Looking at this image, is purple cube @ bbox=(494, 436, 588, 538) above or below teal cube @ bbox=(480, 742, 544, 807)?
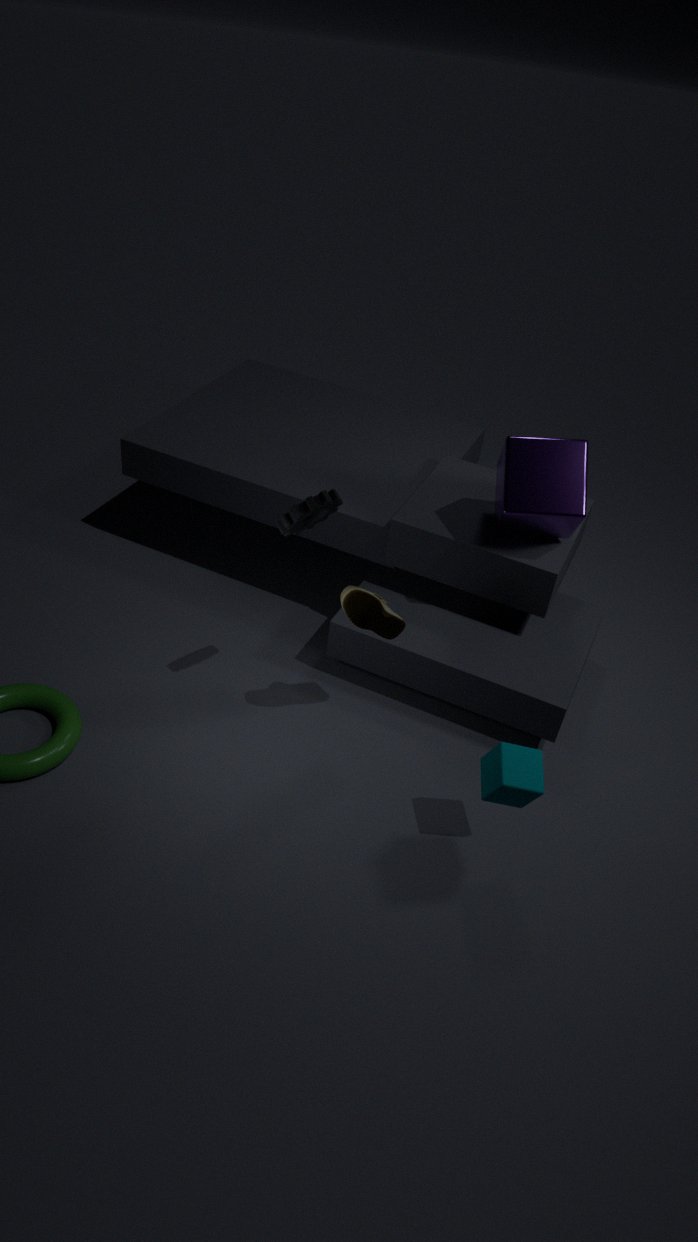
above
